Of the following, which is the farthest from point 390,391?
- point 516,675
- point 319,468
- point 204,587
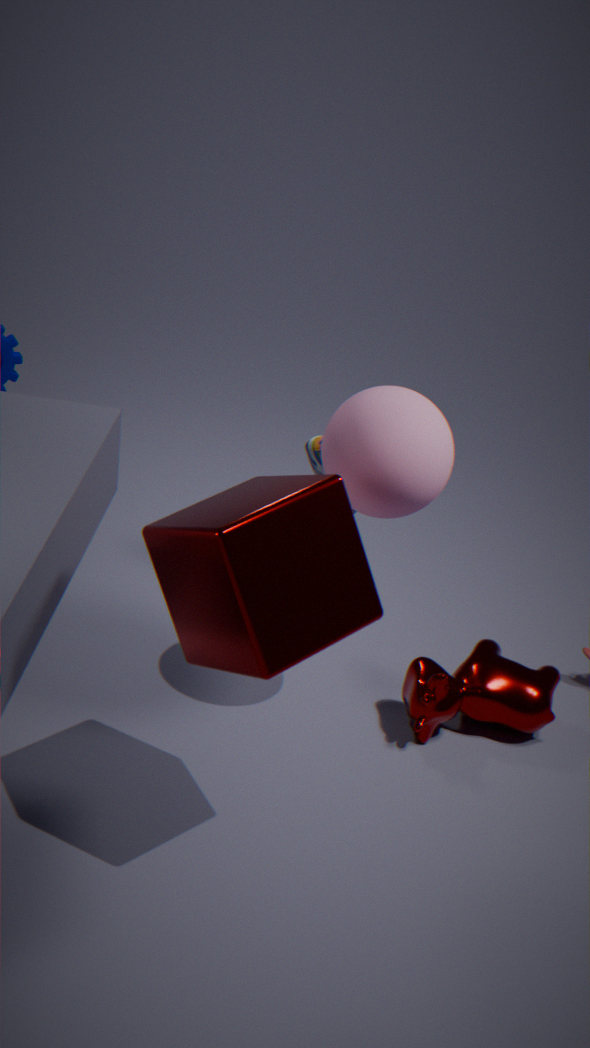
point 516,675
